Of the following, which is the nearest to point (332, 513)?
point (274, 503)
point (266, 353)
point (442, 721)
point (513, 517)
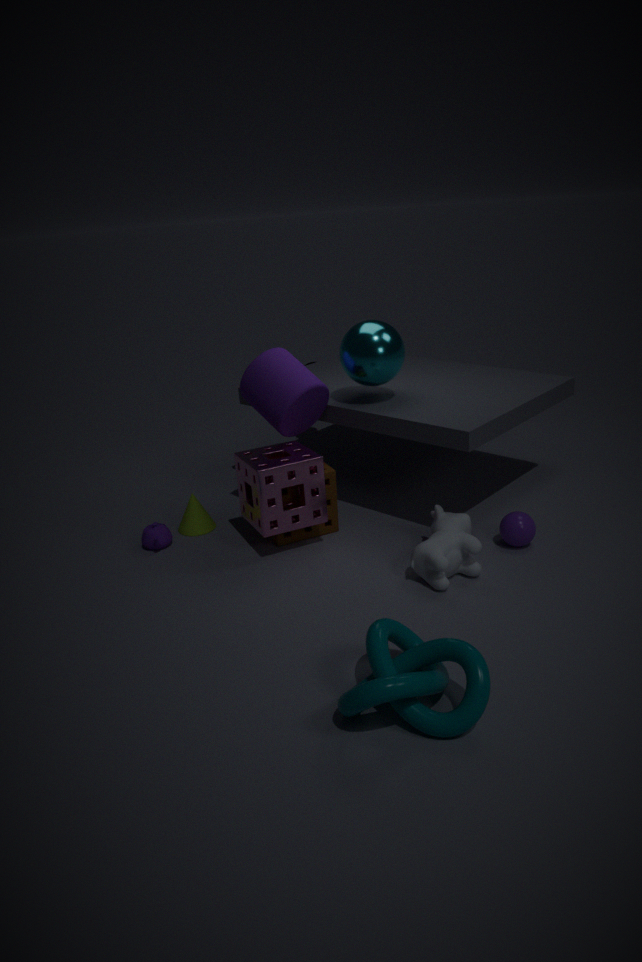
point (274, 503)
